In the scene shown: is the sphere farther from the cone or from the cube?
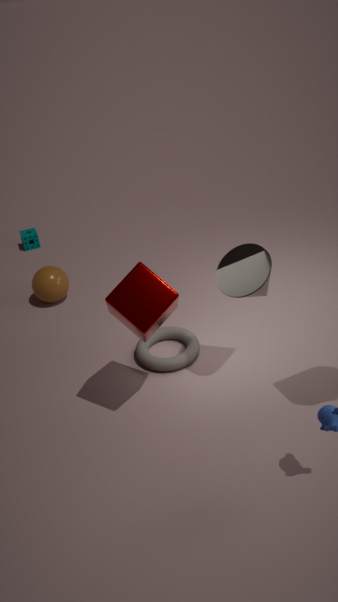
the cone
